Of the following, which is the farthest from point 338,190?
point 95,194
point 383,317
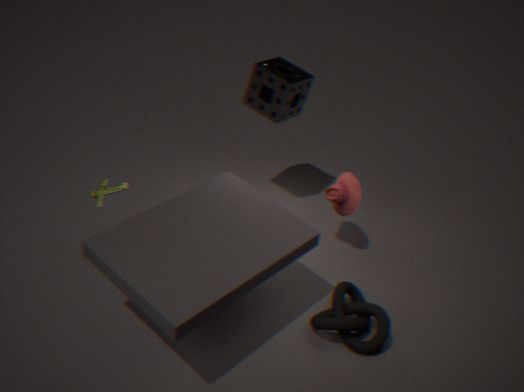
point 95,194
